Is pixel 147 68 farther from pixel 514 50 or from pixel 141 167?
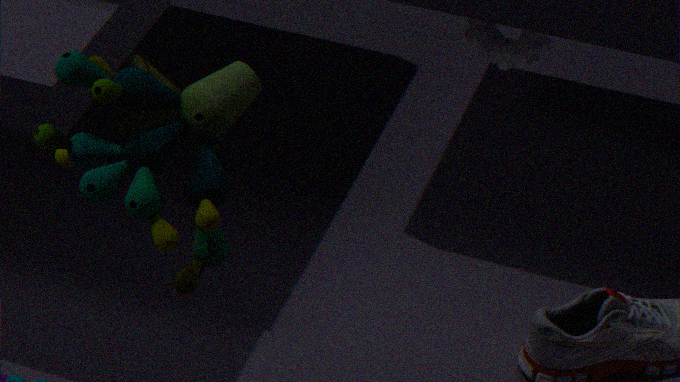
pixel 141 167
